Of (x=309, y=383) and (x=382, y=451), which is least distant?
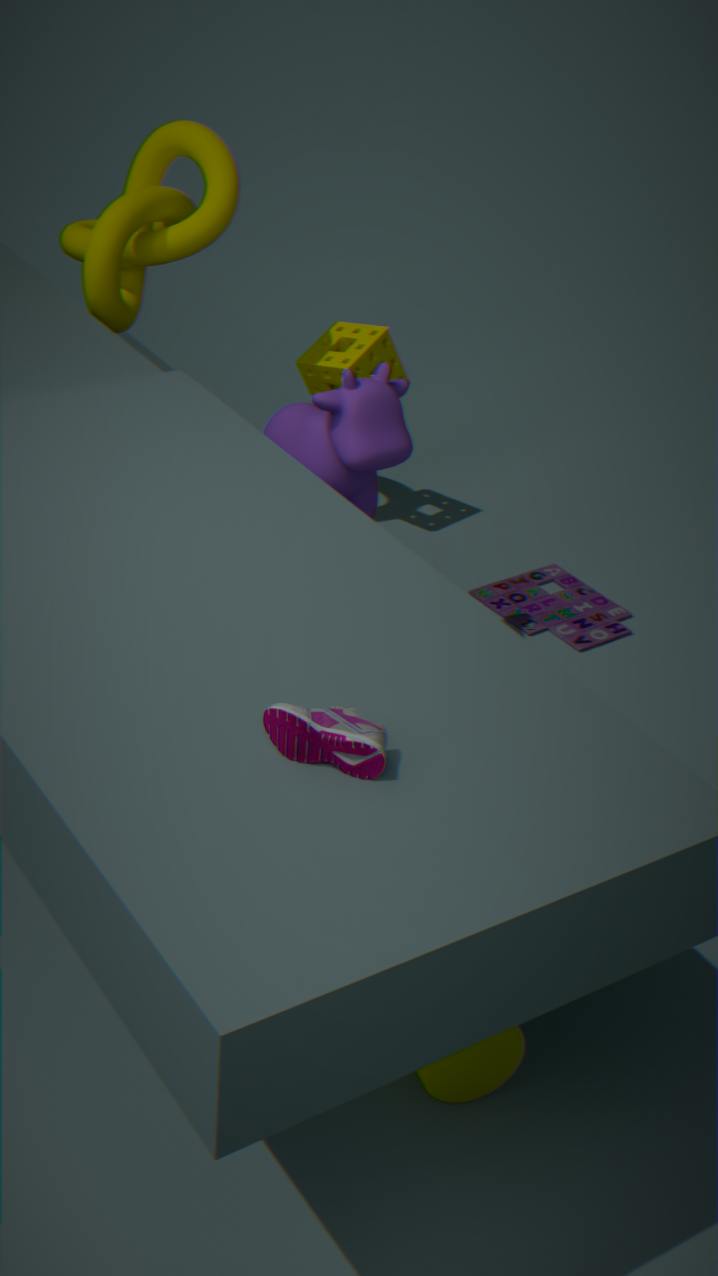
(x=382, y=451)
